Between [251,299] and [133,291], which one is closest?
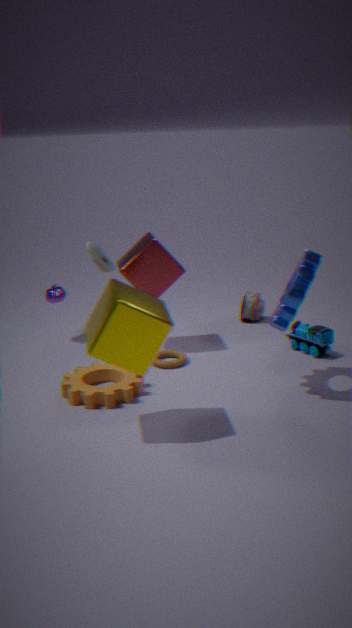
[133,291]
